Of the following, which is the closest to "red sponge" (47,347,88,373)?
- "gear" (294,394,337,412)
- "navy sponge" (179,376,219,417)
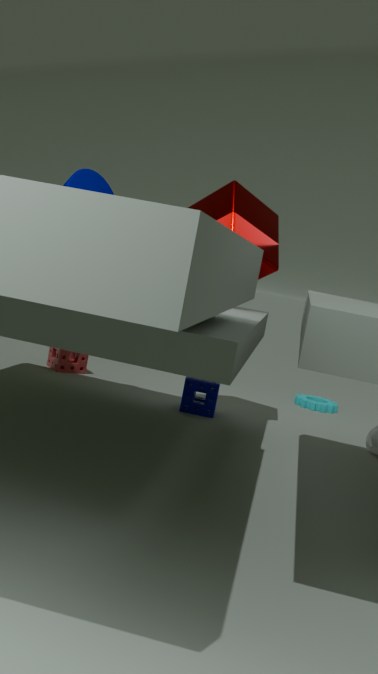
"navy sponge" (179,376,219,417)
